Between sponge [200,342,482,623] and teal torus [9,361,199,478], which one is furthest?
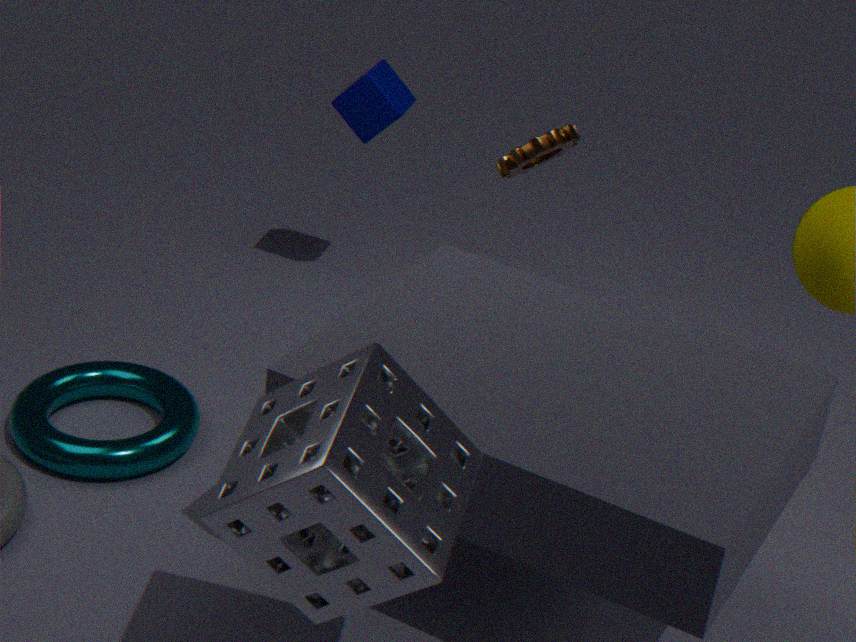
teal torus [9,361,199,478]
